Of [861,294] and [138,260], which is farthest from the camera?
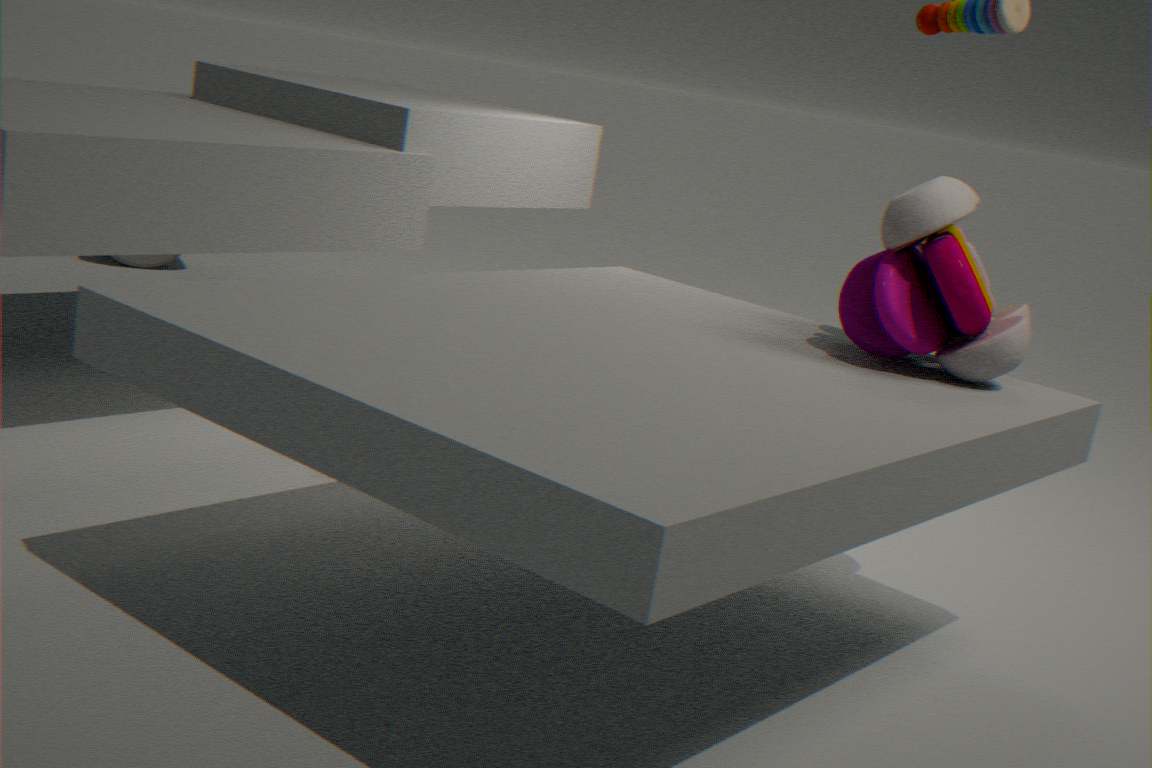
[138,260]
